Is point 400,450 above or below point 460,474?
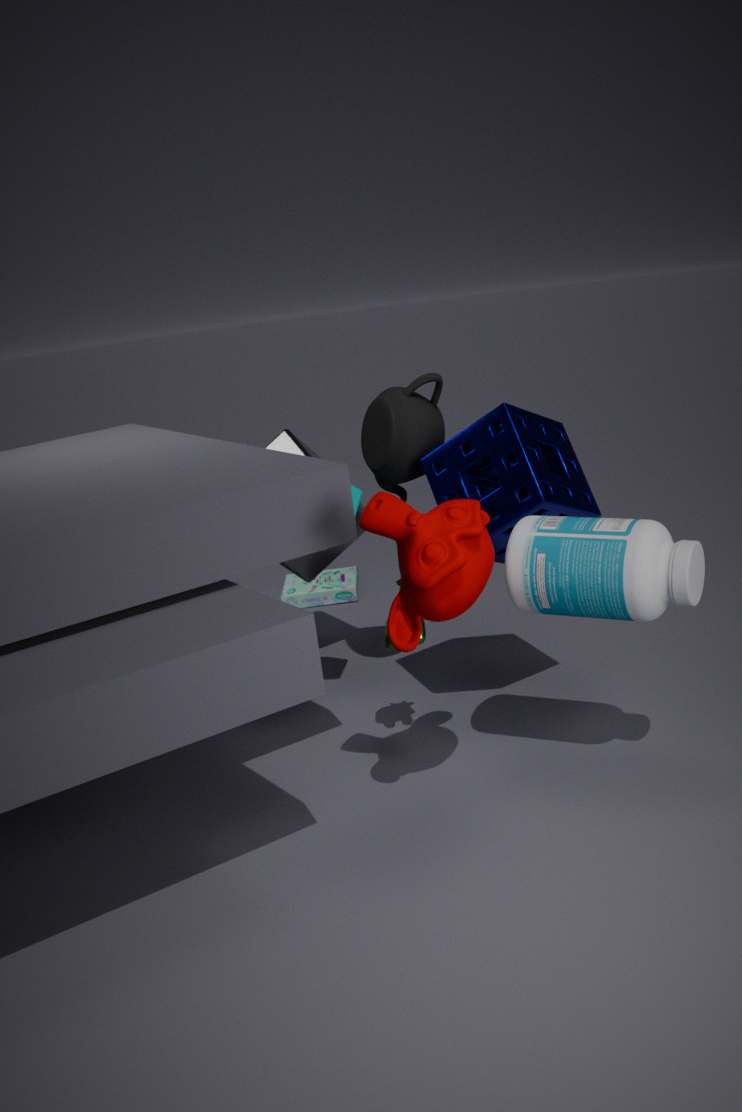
above
